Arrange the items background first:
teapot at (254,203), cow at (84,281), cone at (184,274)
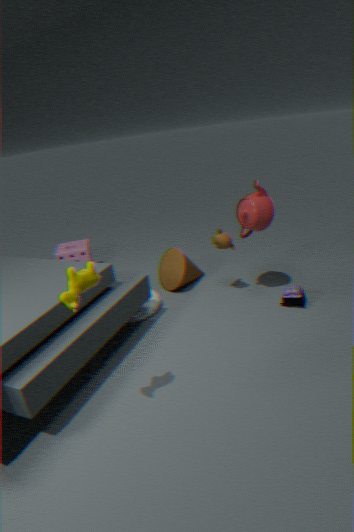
cone at (184,274), teapot at (254,203), cow at (84,281)
